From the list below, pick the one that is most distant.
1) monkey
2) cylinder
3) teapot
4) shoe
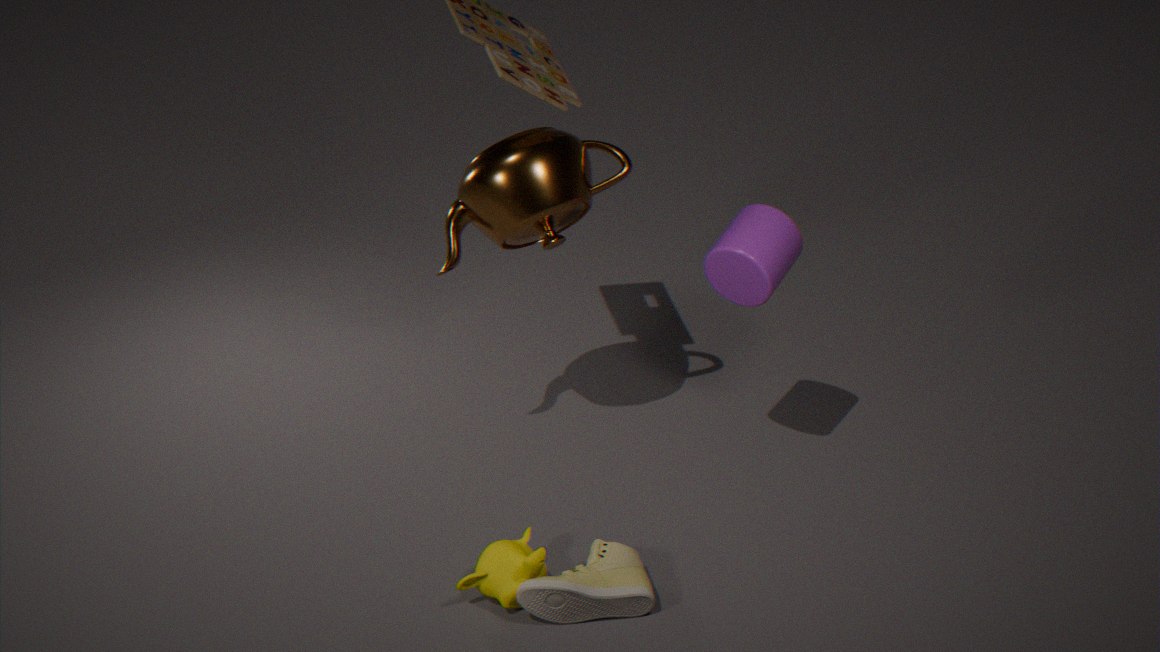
2. cylinder
